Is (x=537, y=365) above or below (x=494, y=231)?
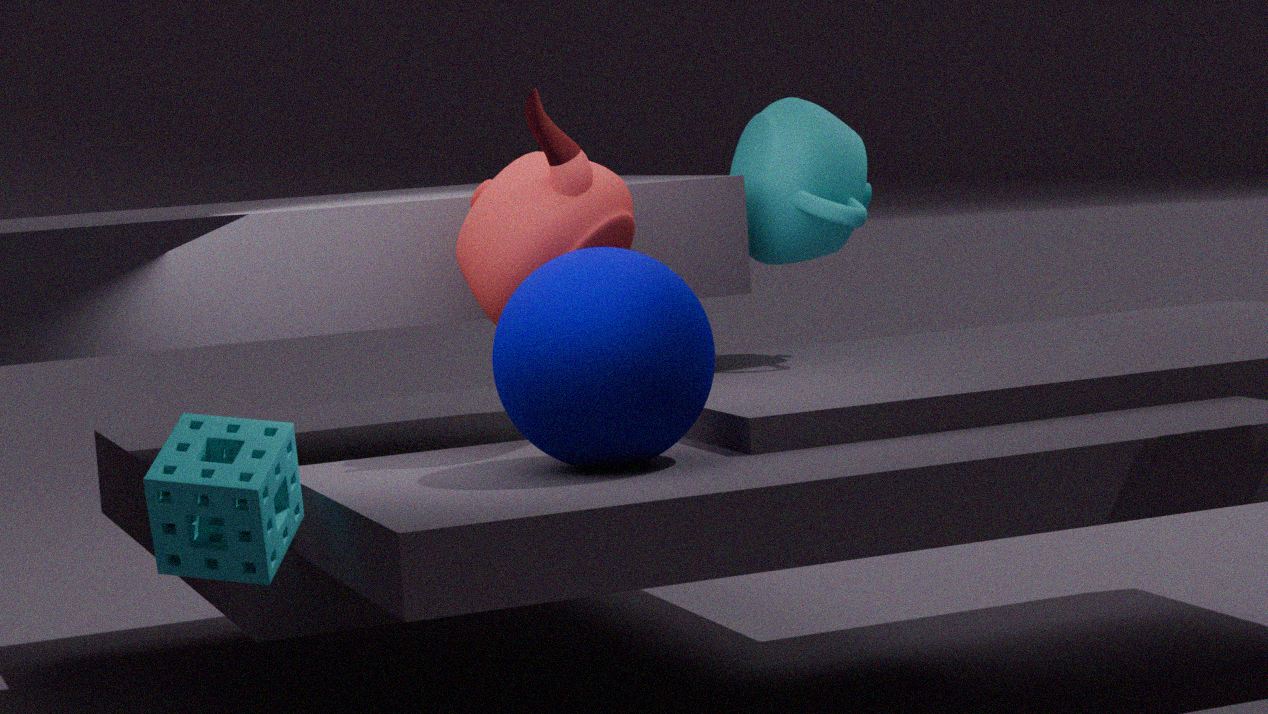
below
